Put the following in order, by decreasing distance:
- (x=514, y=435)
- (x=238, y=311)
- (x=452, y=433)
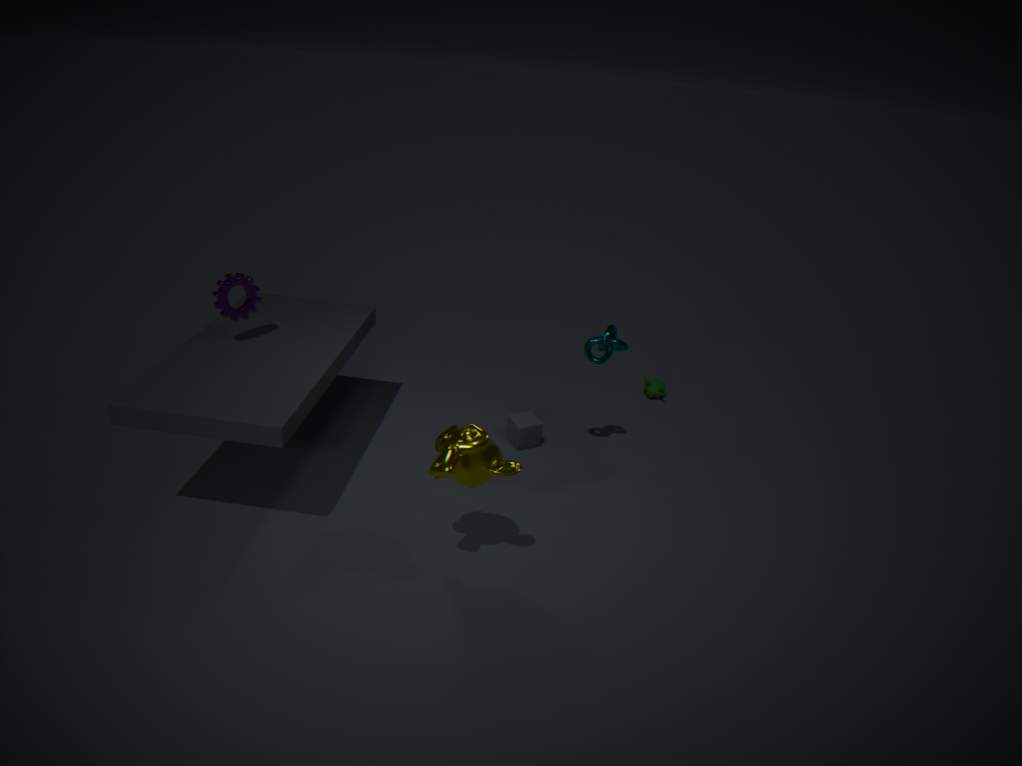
(x=514, y=435)
(x=238, y=311)
(x=452, y=433)
